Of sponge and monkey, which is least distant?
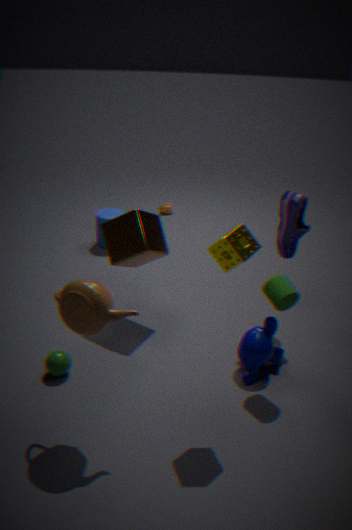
sponge
